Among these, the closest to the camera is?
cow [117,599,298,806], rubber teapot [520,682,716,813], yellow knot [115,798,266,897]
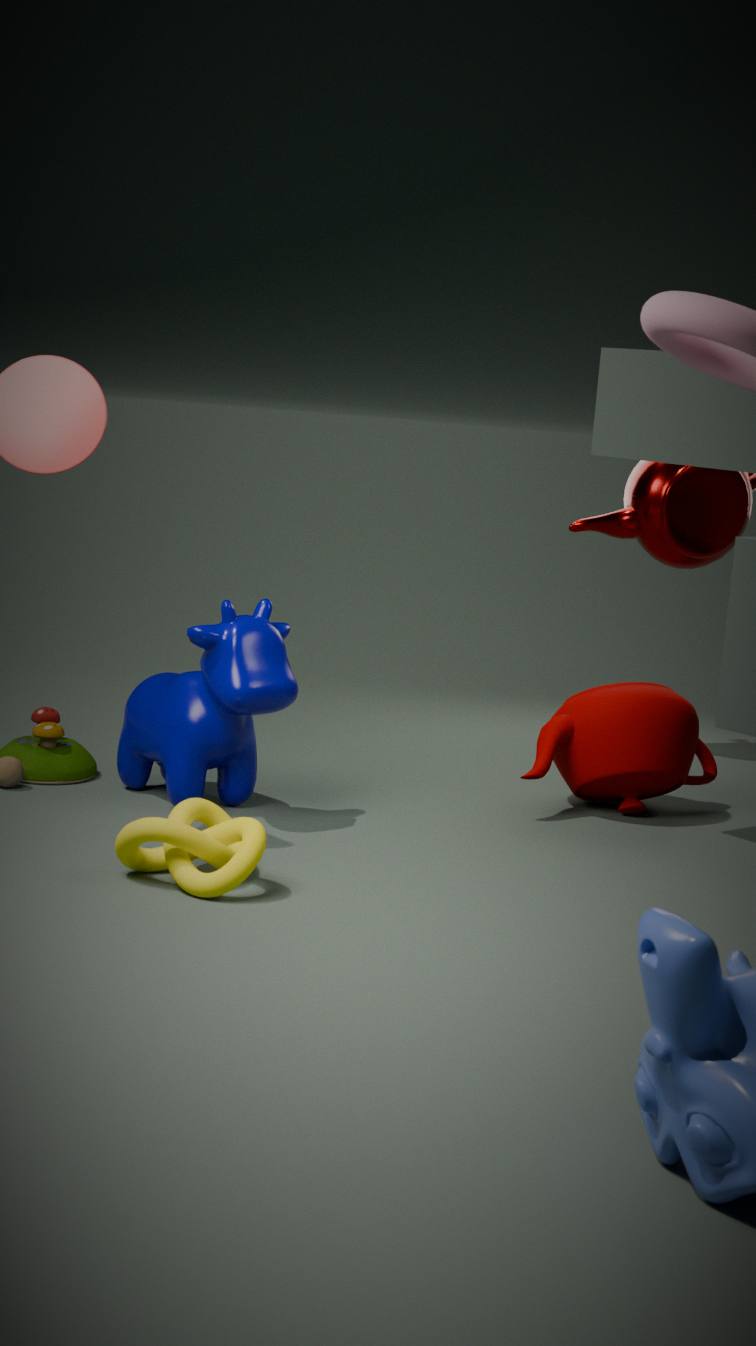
yellow knot [115,798,266,897]
